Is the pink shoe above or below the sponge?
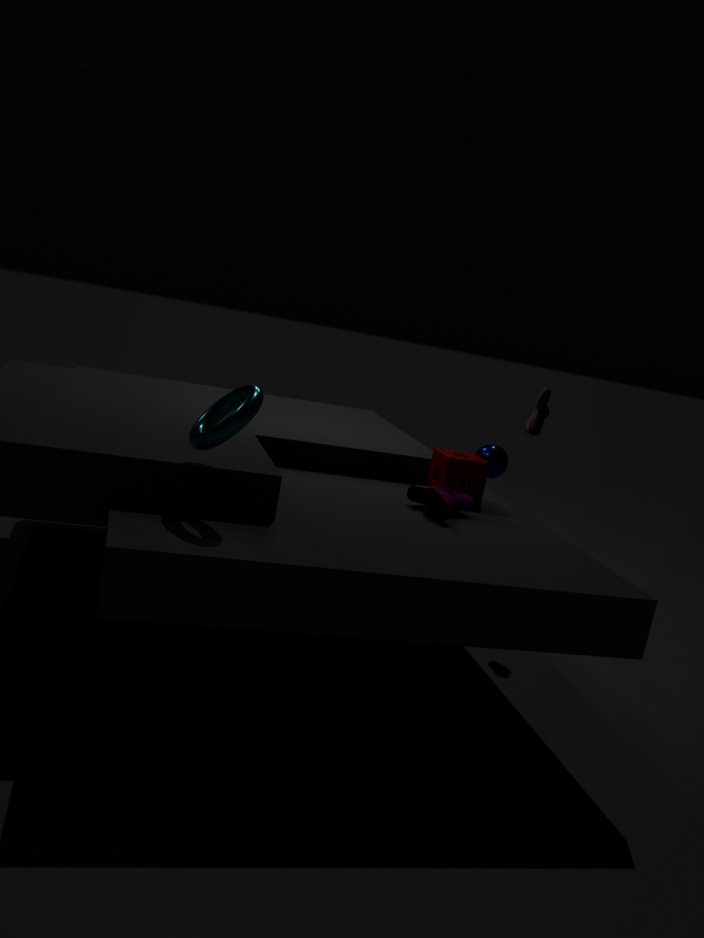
above
